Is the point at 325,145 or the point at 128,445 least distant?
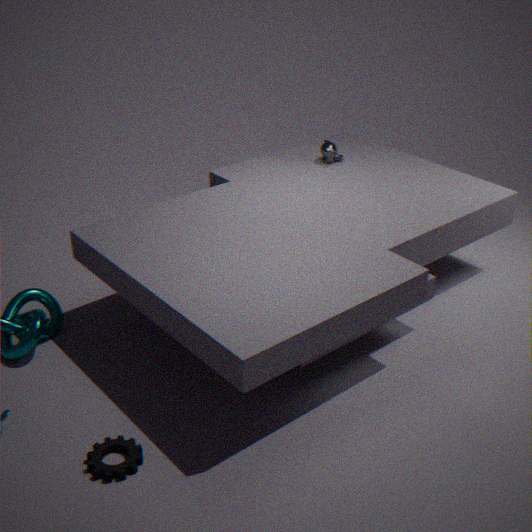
the point at 128,445
